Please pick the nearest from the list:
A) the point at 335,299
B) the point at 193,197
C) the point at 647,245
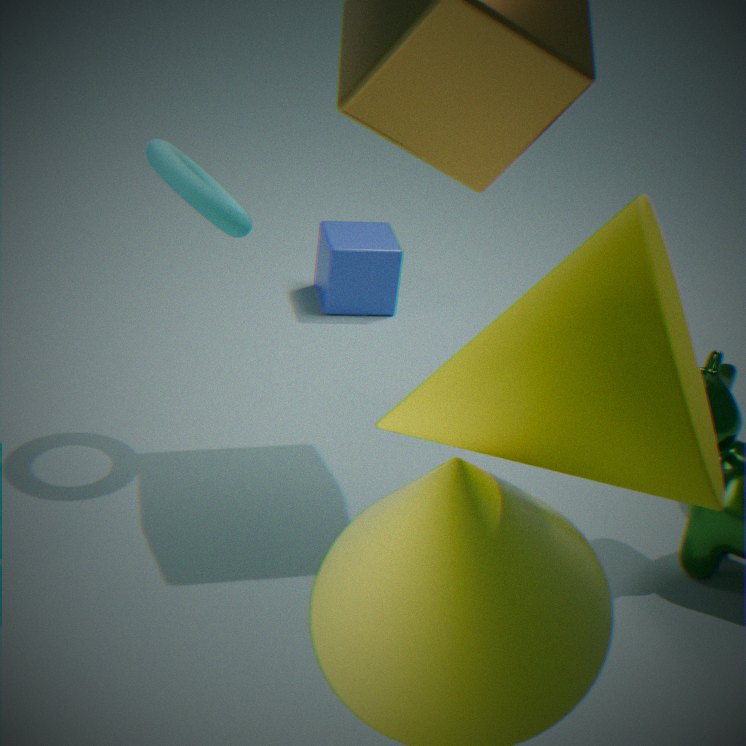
the point at 647,245
